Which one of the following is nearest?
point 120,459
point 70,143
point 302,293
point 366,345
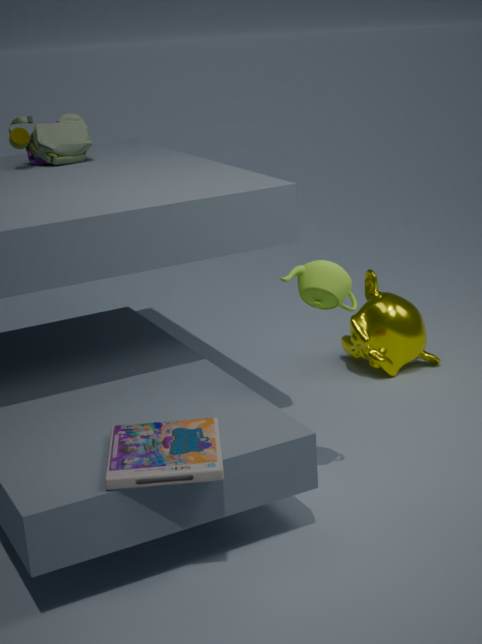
point 120,459
